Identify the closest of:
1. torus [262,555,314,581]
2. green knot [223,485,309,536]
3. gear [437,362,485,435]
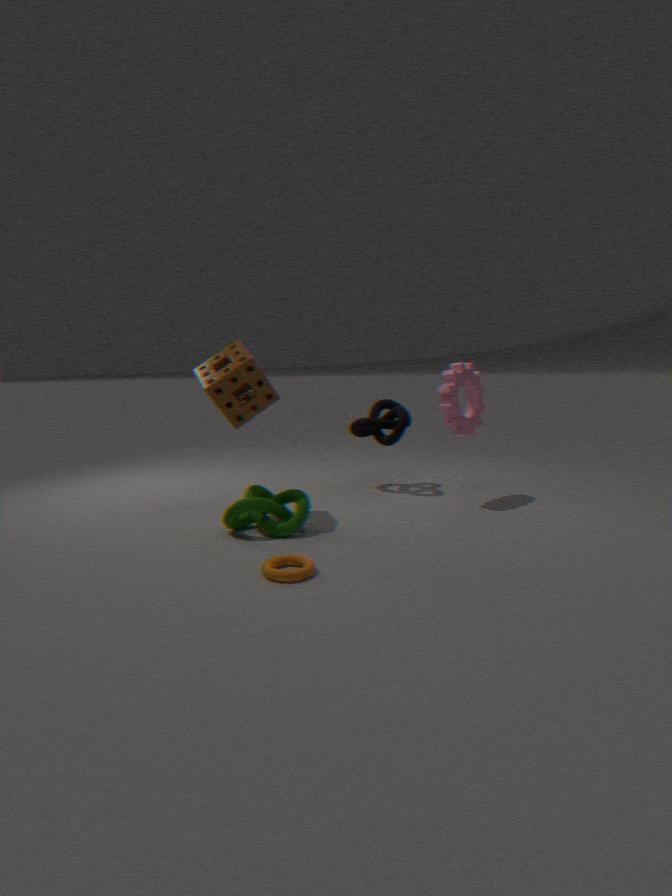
torus [262,555,314,581]
